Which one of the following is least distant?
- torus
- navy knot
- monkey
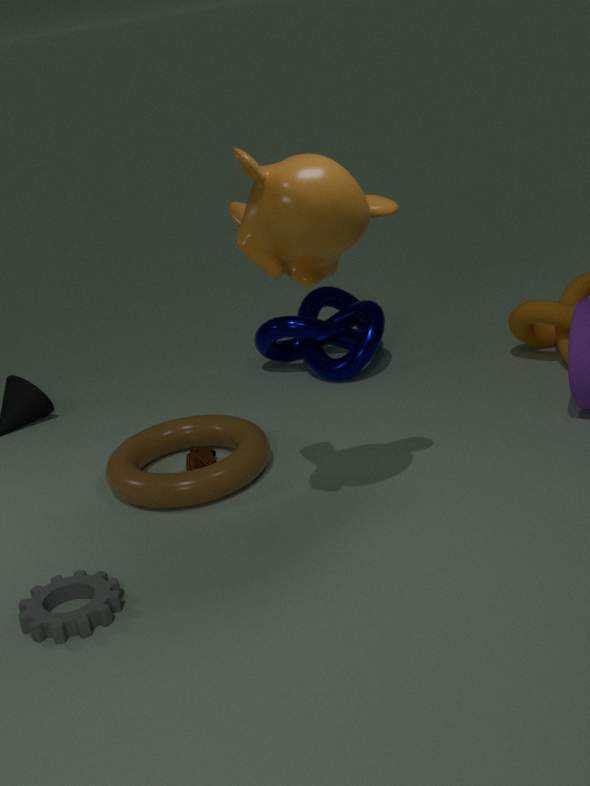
monkey
